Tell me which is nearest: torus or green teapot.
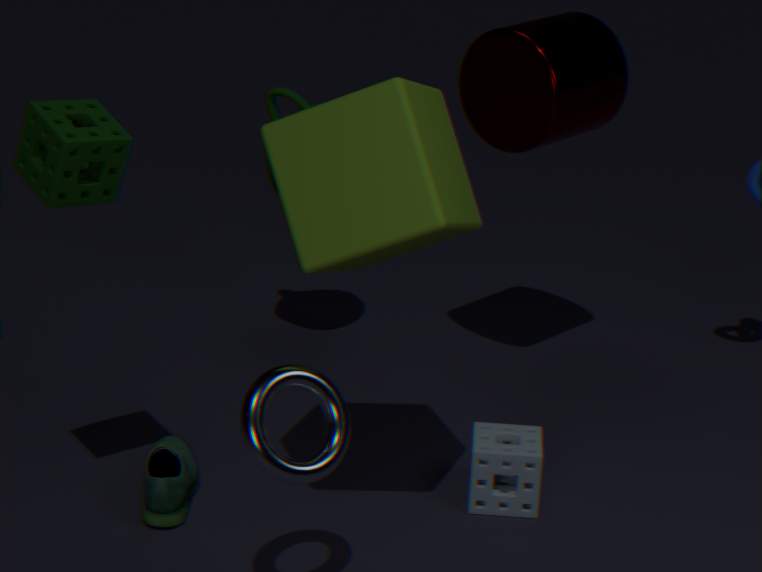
torus
